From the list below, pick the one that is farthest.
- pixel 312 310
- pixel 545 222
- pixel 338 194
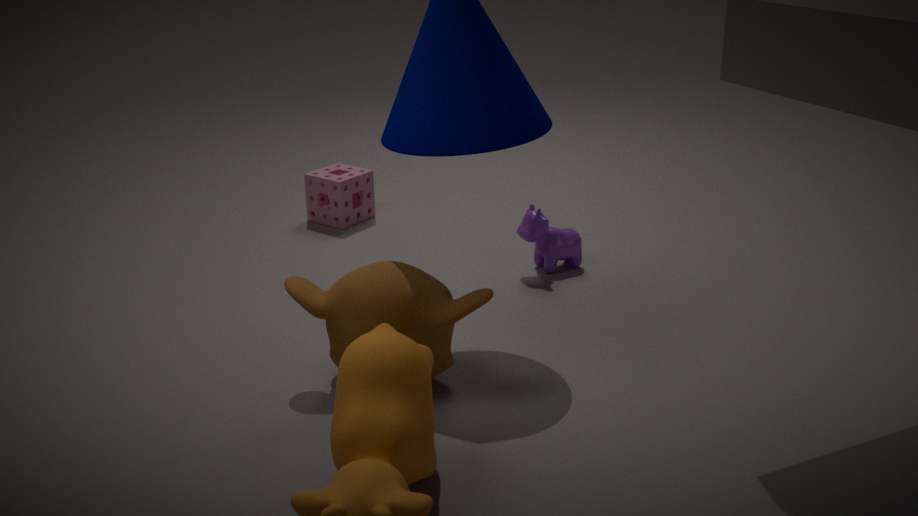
pixel 338 194
